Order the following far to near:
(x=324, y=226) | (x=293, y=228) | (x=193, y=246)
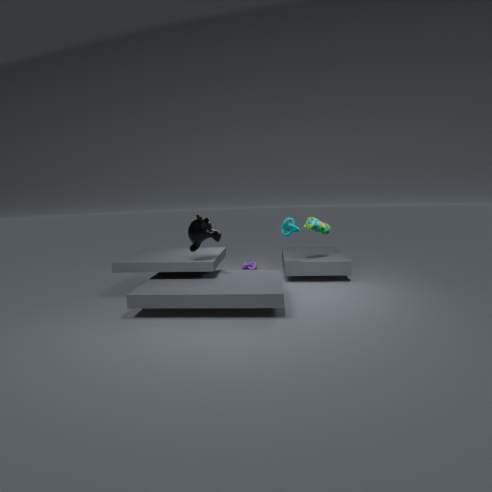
1. (x=324, y=226)
2. (x=293, y=228)
3. (x=193, y=246)
